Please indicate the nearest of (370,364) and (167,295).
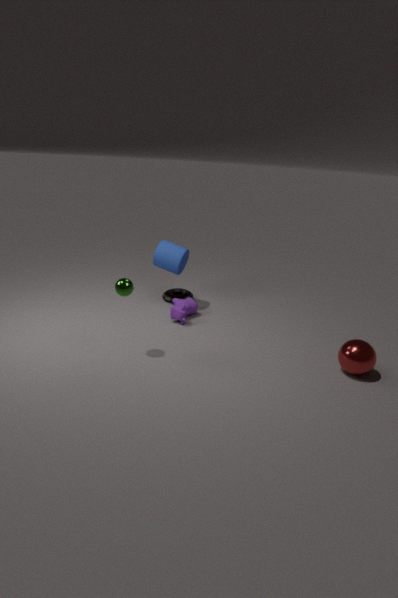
(370,364)
